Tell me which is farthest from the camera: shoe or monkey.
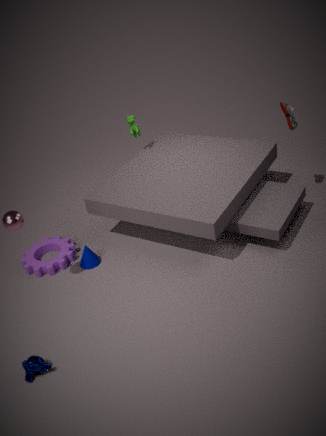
shoe
